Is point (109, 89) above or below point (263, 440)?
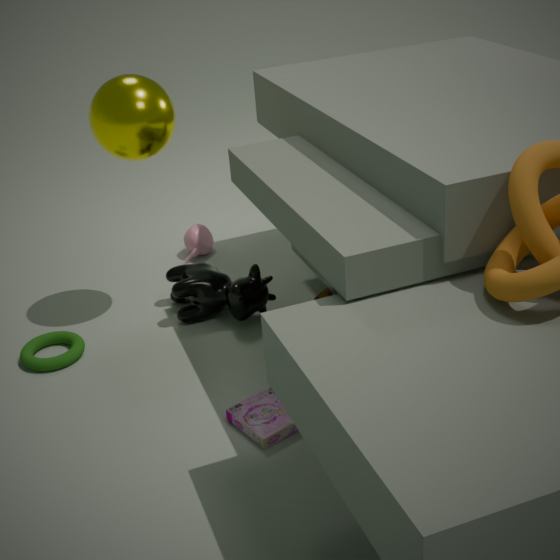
above
